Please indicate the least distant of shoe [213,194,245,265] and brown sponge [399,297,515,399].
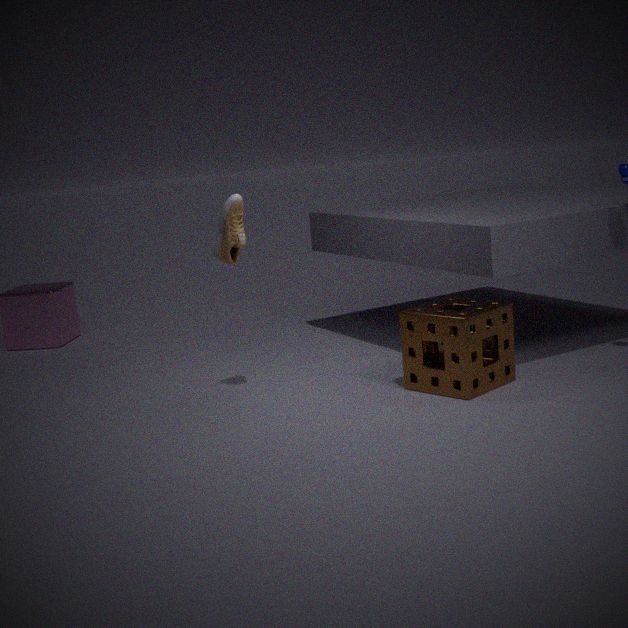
brown sponge [399,297,515,399]
